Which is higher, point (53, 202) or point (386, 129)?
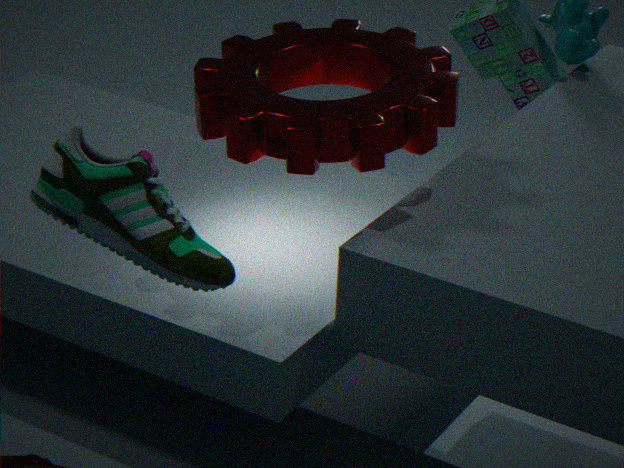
point (386, 129)
